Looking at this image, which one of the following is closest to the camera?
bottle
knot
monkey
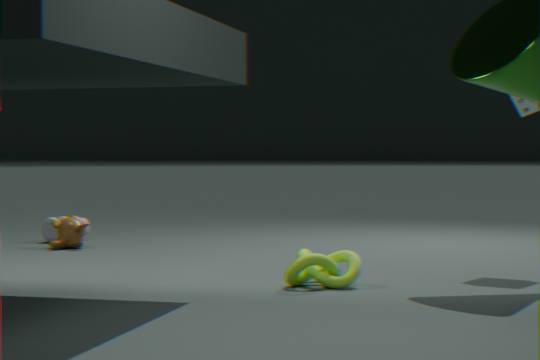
knot
